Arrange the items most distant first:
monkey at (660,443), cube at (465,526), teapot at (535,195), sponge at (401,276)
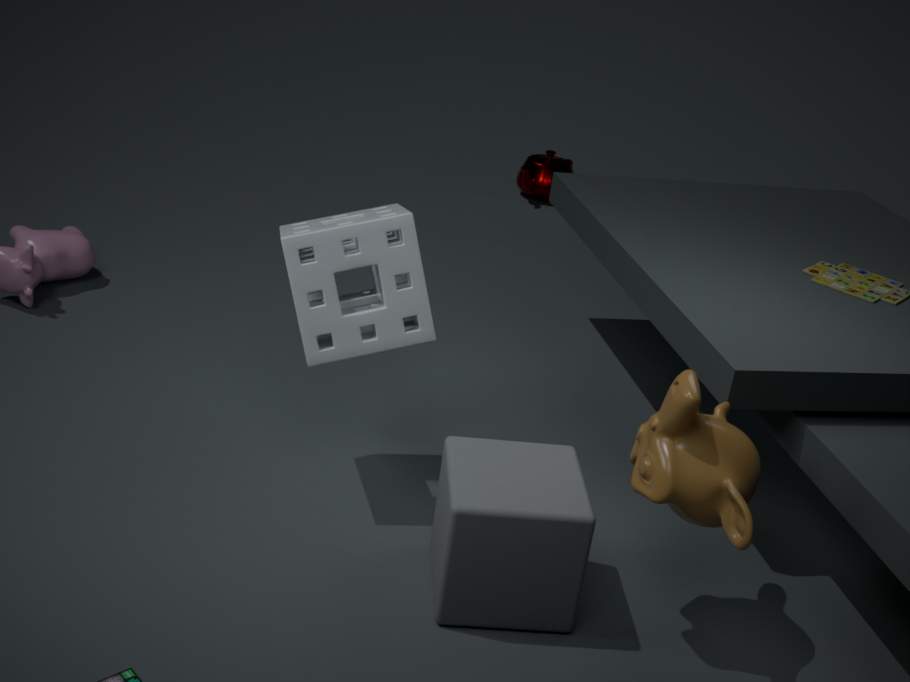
1. teapot at (535,195)
2. sponge at (401,276)
3. cube at (465,526)
4. monkey at (660,443)
